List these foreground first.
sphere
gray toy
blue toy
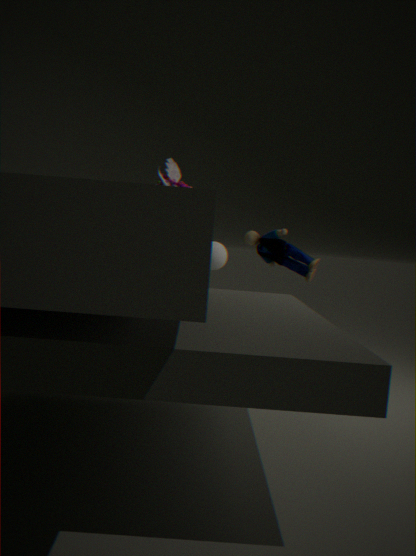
gray toy
blue toy
sphere
